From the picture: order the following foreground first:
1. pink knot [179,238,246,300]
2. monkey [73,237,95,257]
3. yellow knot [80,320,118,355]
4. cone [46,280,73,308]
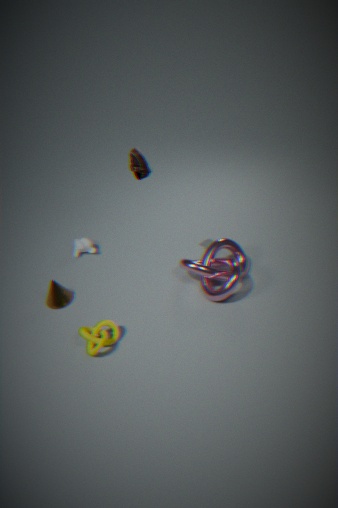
yellow knot [80,320,118,355], pink knot [179,238,246,300], cone [46,280,73,308], monkey [73,237,95,257]
